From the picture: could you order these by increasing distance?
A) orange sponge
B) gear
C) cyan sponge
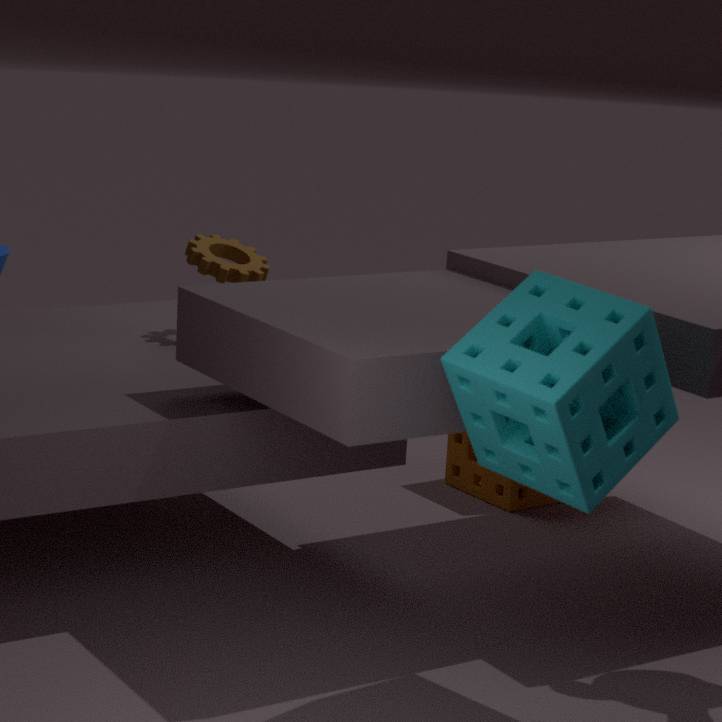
cyan sponge, gear, orange sponge
